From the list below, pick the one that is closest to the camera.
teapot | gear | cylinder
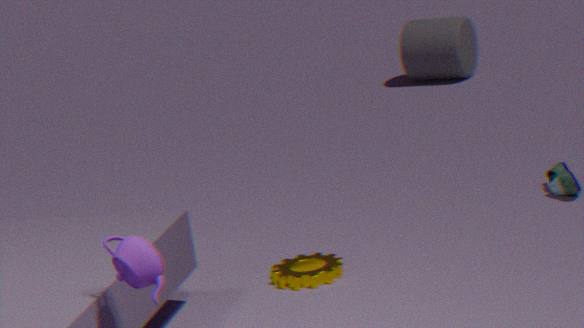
teapot
